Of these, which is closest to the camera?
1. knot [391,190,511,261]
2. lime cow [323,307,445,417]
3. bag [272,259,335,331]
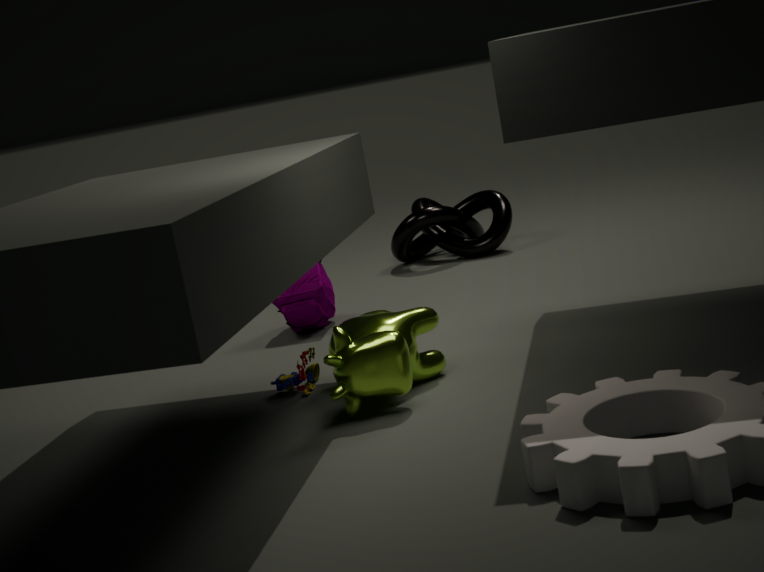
lime cow [323,307,445,417]
